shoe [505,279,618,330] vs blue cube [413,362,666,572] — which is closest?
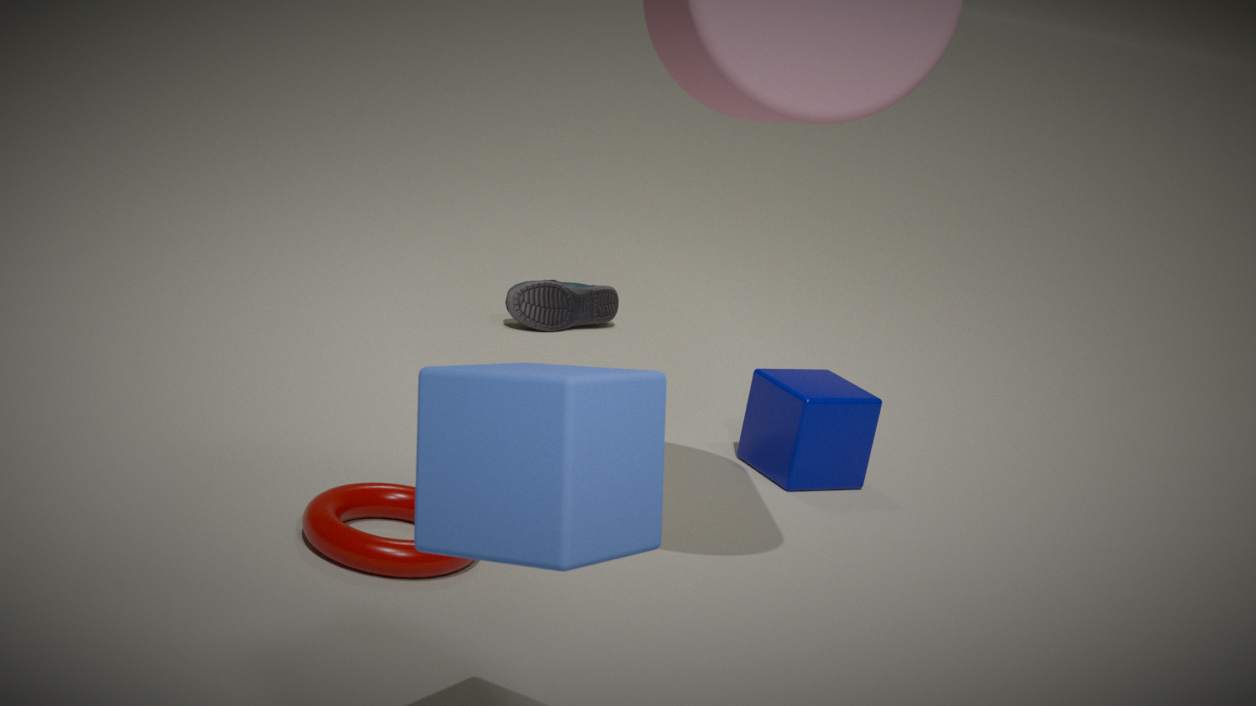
blue cube [413,362,666,572]
